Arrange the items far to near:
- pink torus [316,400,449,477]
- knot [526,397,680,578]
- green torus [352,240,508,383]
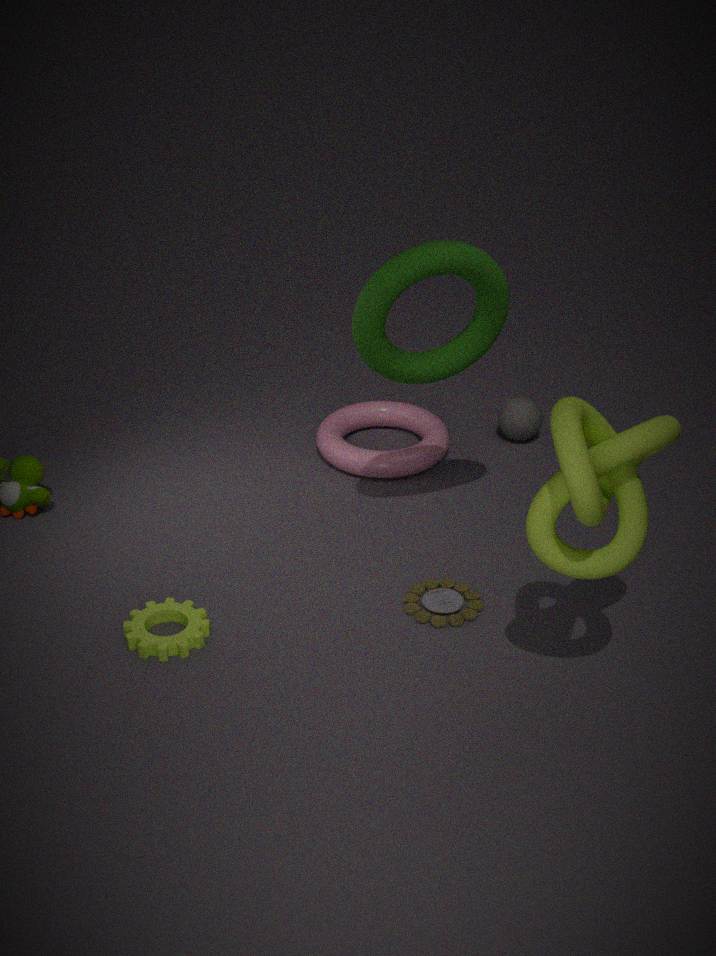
pink torus [316,400,449,477] → green torus [352,240,508,383] → knot [526,397,680,578]
